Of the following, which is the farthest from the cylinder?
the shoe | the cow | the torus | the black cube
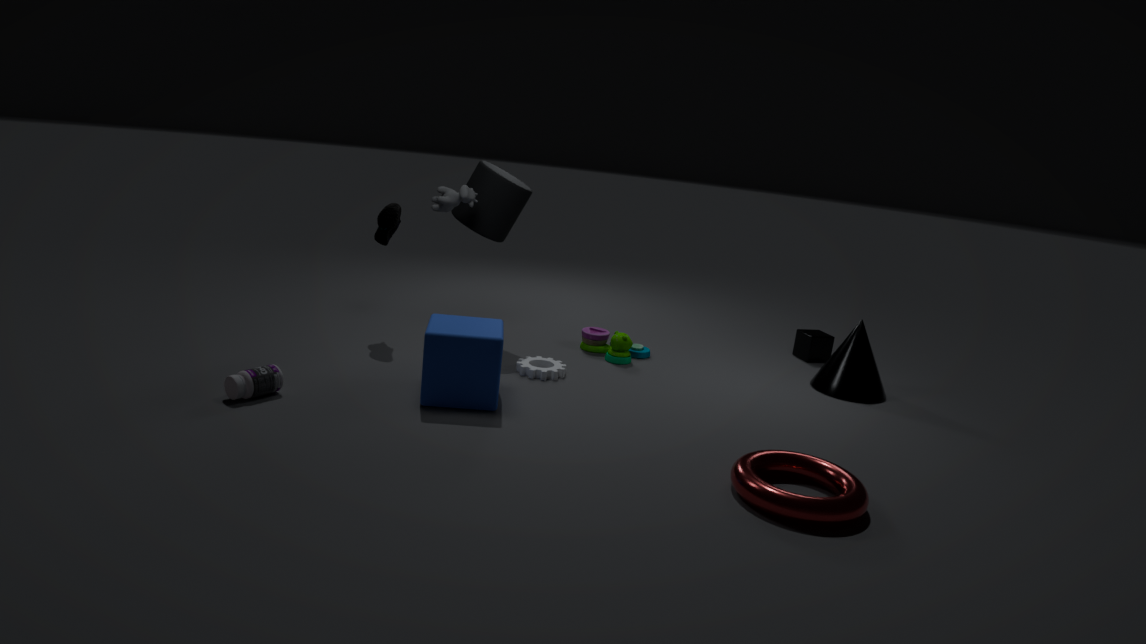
the torus
